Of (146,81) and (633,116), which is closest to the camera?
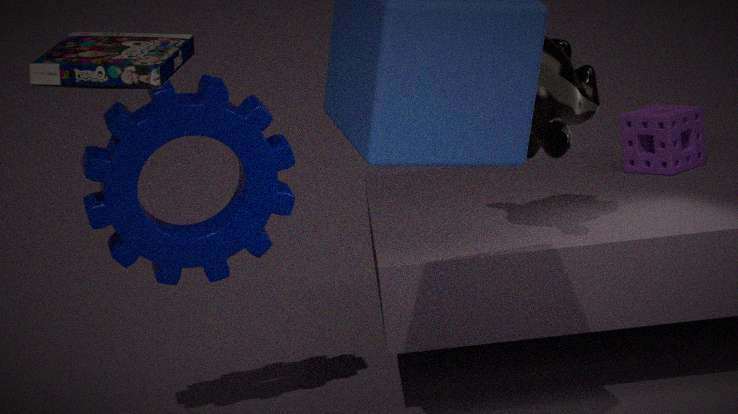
(146,81)
